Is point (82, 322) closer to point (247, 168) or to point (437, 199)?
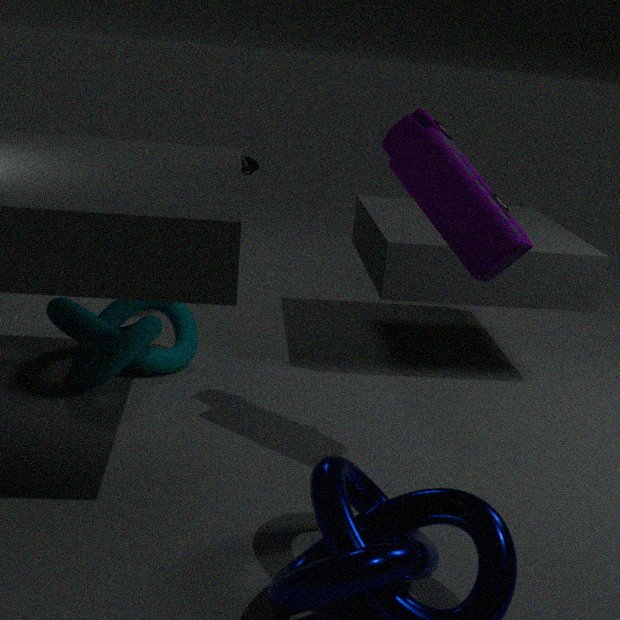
point (247, 168)
